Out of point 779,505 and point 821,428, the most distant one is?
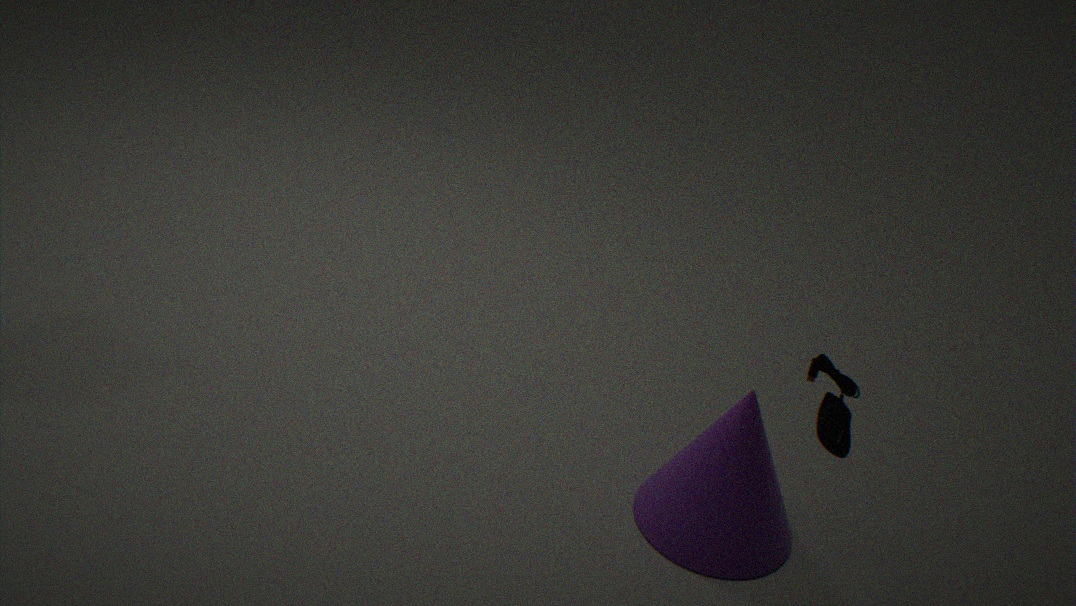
point 779,505
